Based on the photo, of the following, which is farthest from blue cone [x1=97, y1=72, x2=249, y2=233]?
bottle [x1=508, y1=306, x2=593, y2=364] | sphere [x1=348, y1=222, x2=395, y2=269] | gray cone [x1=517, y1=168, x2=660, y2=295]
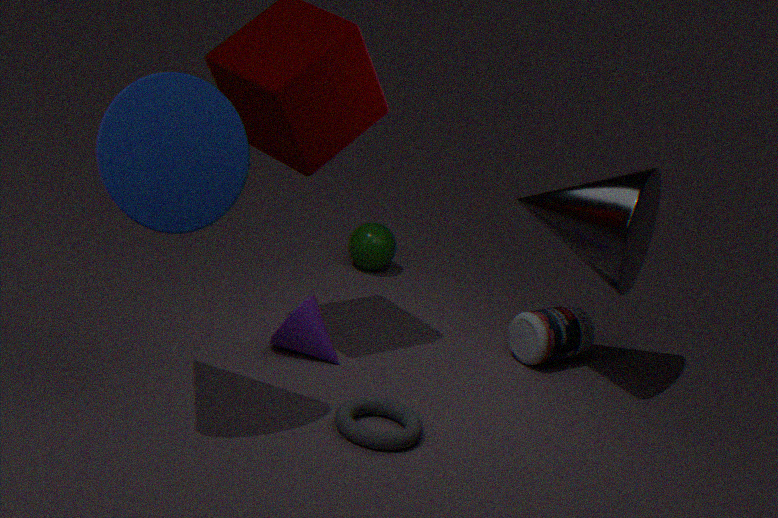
sphere [x1=348, y1=222, x2=395, y2=269]
